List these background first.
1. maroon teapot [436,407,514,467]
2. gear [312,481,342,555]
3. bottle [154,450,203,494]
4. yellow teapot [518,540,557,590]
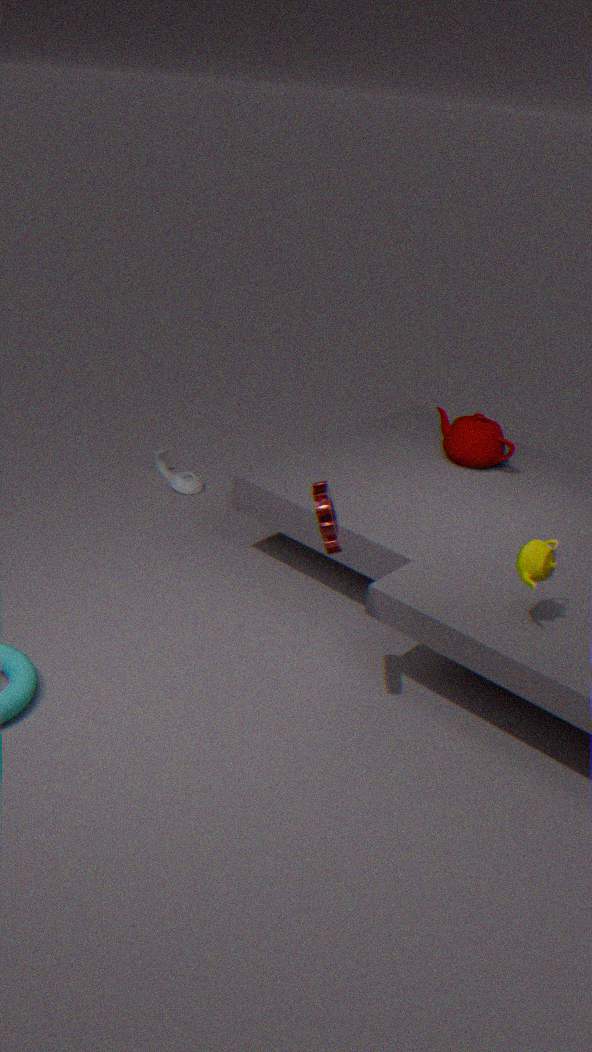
bottle [154,450,203,494], maroon teapot [436,407,514,467], yellow teapot [518,540,557,590], gear [312,481,342,555]
